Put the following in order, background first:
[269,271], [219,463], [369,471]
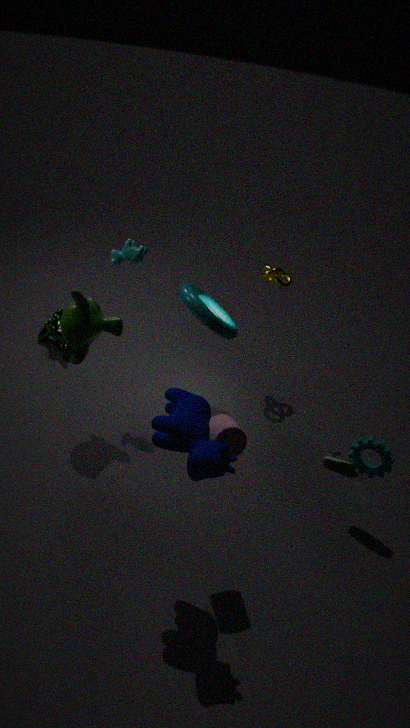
[269,271] → [369,471] → [219,463]
